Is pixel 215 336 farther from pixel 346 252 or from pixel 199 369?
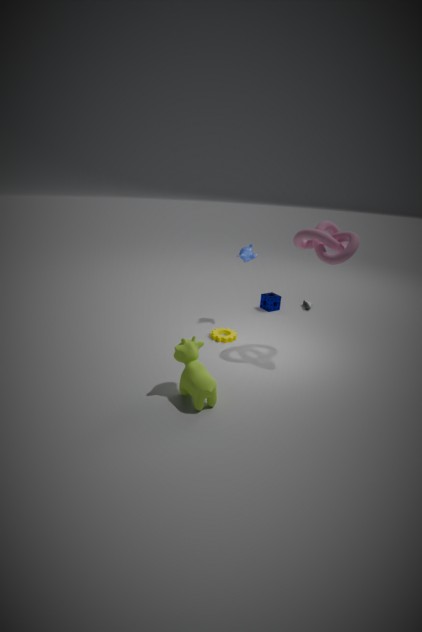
pixel 346 252
